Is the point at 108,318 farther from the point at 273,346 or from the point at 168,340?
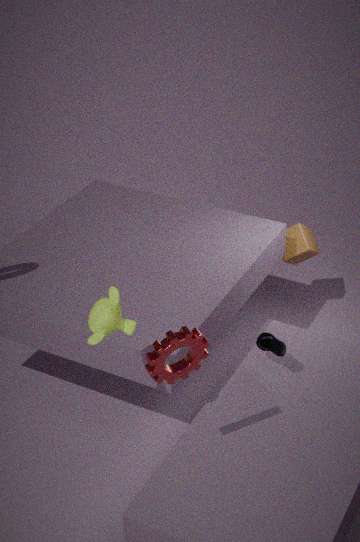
the point at 273,346
